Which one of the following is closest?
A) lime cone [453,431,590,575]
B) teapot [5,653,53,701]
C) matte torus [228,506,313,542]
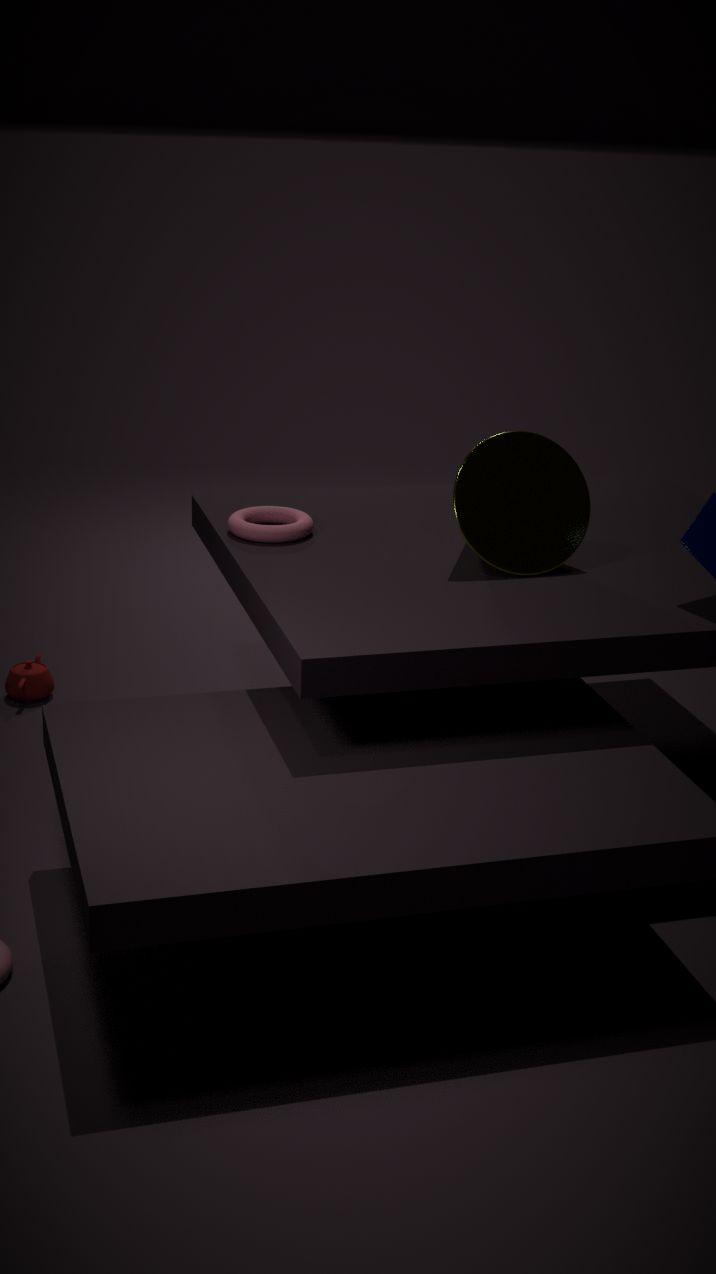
lime cone [453,431,590,575]
